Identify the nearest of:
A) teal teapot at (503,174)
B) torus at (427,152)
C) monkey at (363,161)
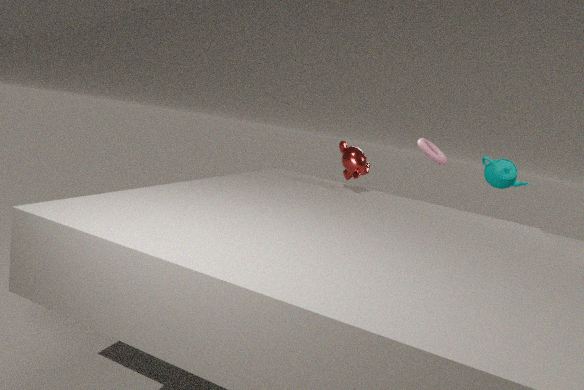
monkey at (363,161)
